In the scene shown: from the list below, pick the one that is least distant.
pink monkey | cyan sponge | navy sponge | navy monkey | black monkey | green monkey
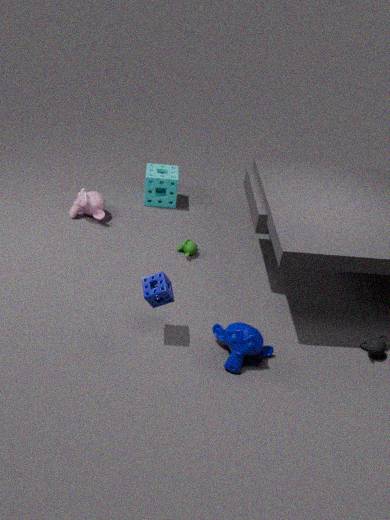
navy sponge
